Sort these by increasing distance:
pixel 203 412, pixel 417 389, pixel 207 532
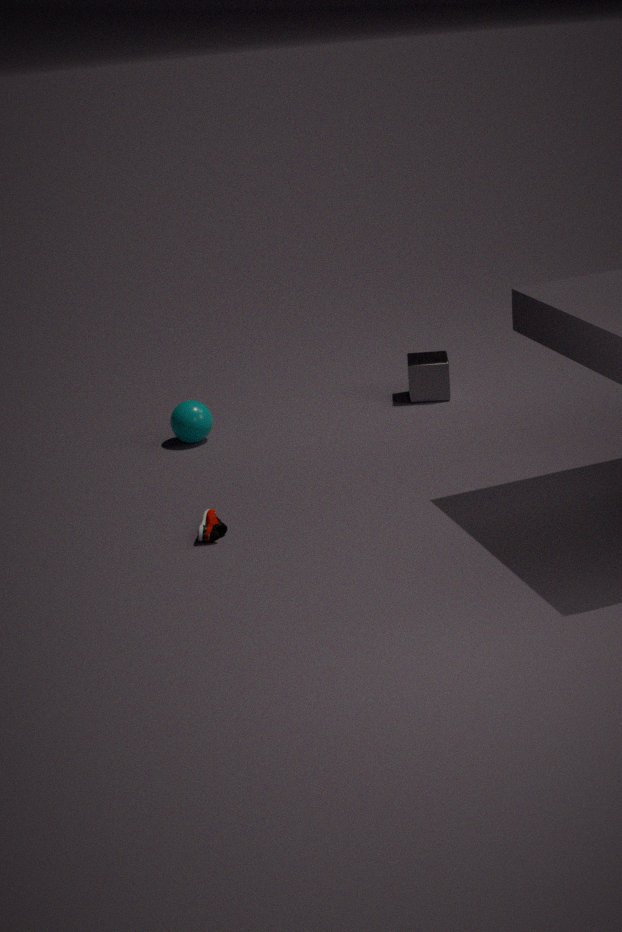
pixel 207 532 → pixel 203 412 → pixel 417 389
